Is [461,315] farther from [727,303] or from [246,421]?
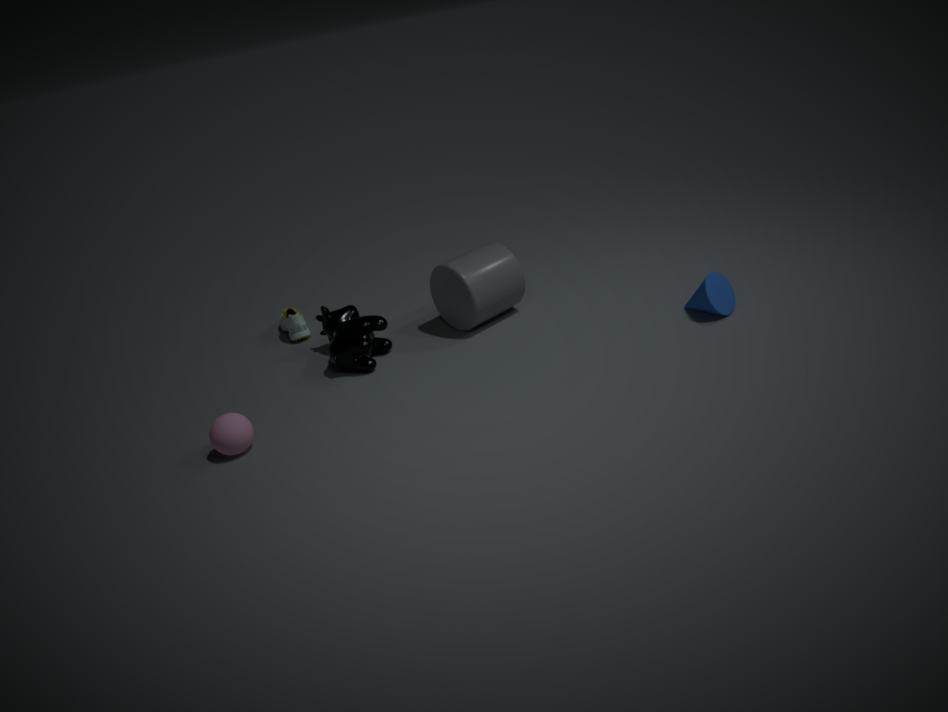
[246,421]
